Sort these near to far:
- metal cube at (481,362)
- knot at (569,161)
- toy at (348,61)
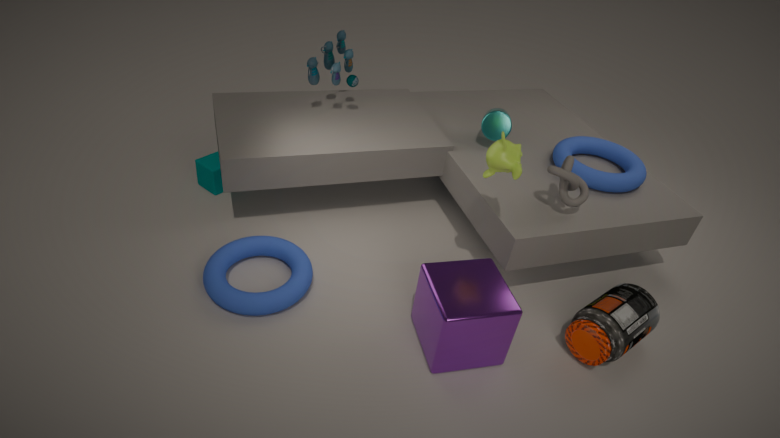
1. metal cube at (481,362)
2. knot at (569,161)
3. toy at (348,61)
